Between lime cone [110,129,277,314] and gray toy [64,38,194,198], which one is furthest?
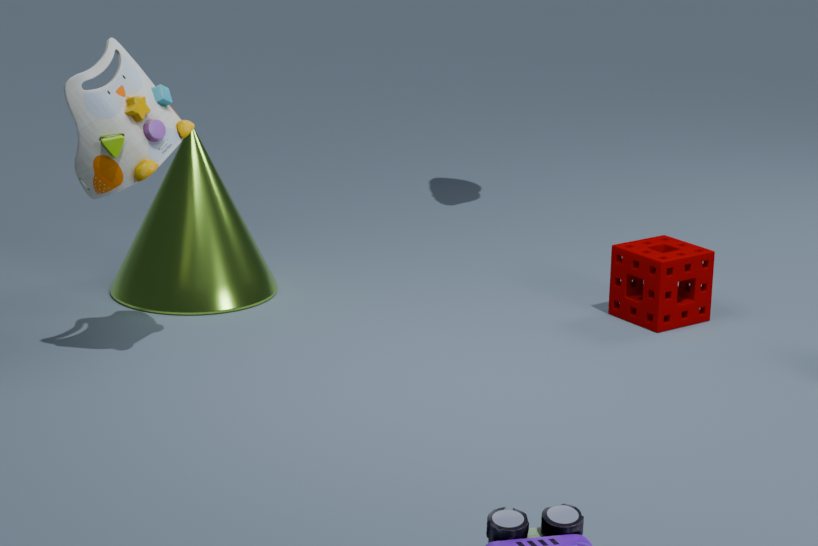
lime cone [110,129,277,314]
